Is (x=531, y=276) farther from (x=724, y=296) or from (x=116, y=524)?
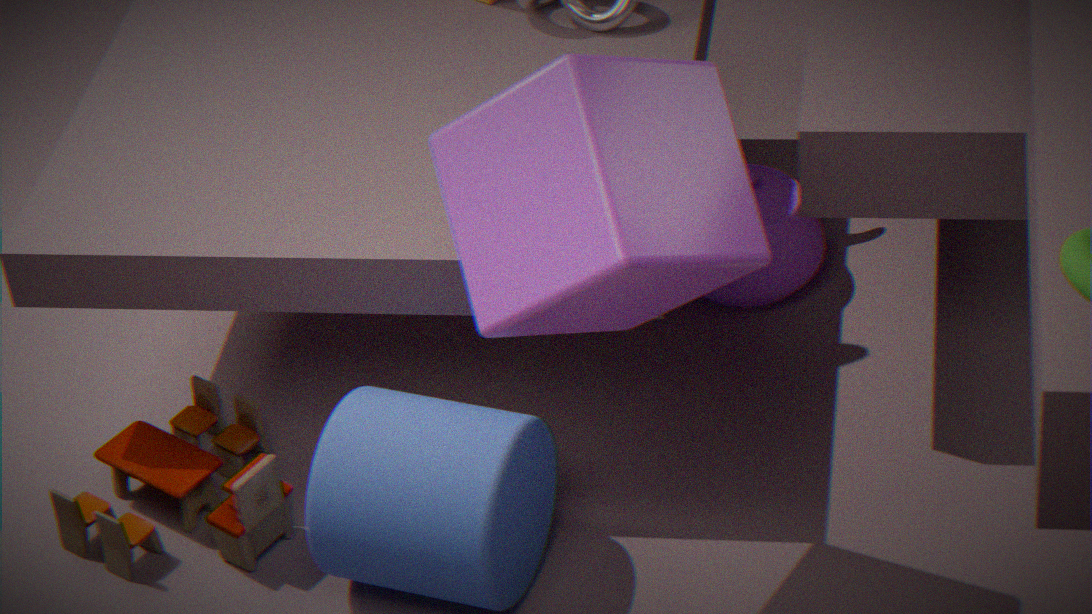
(x=724, y=296)
